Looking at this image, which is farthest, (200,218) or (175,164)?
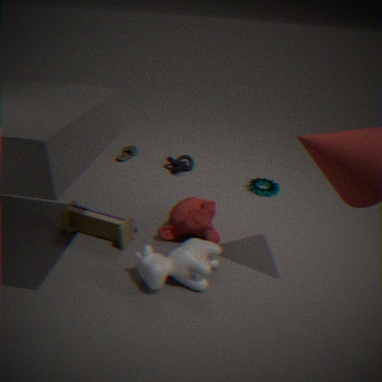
(175,164)
